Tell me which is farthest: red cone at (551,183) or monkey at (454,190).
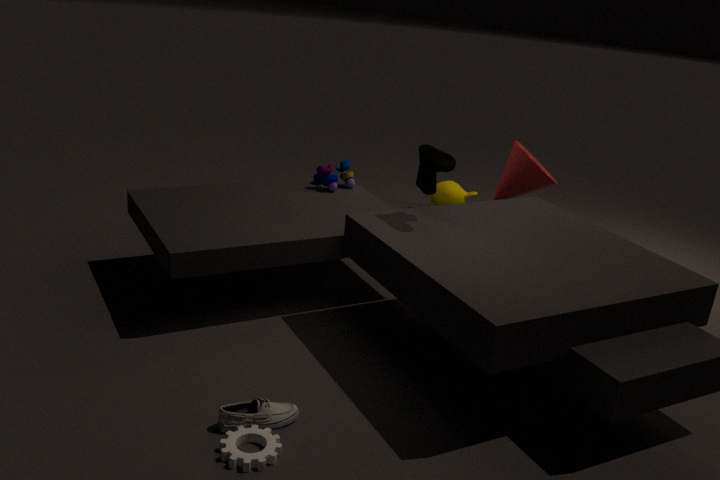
monkey at (454,190)
